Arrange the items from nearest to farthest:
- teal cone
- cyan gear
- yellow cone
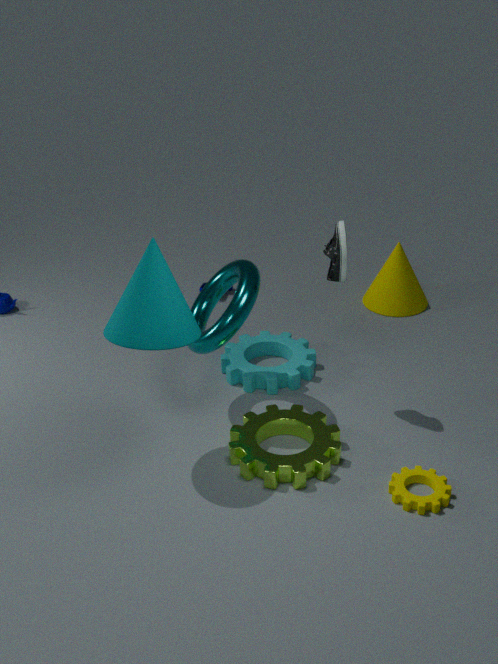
teal cone
cyan gear
yellow cone
